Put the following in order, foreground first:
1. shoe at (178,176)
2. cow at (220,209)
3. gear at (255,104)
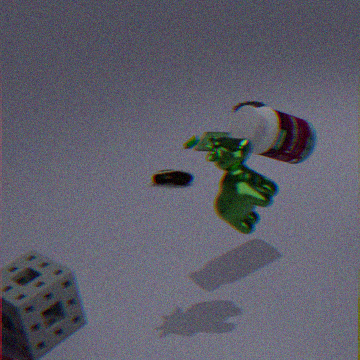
cow at (220,209), shoe at (178,176), gear at (255,104)
